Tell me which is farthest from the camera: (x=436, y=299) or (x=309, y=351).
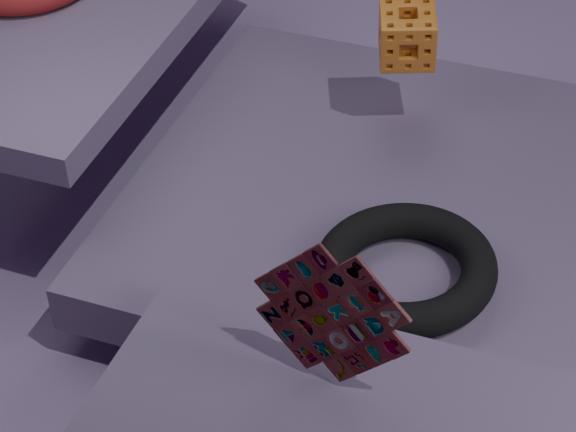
(x=436, y=299)
